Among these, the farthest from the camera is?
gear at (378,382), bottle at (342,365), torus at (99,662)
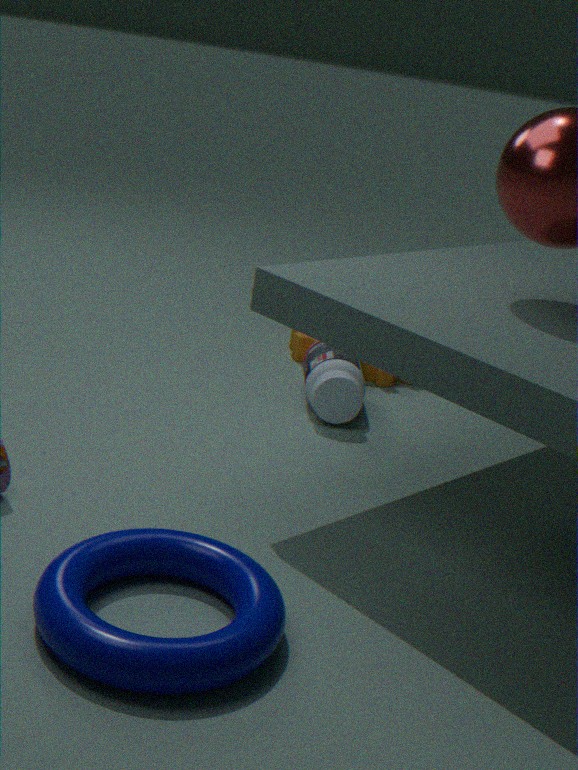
gear at (378,382)
